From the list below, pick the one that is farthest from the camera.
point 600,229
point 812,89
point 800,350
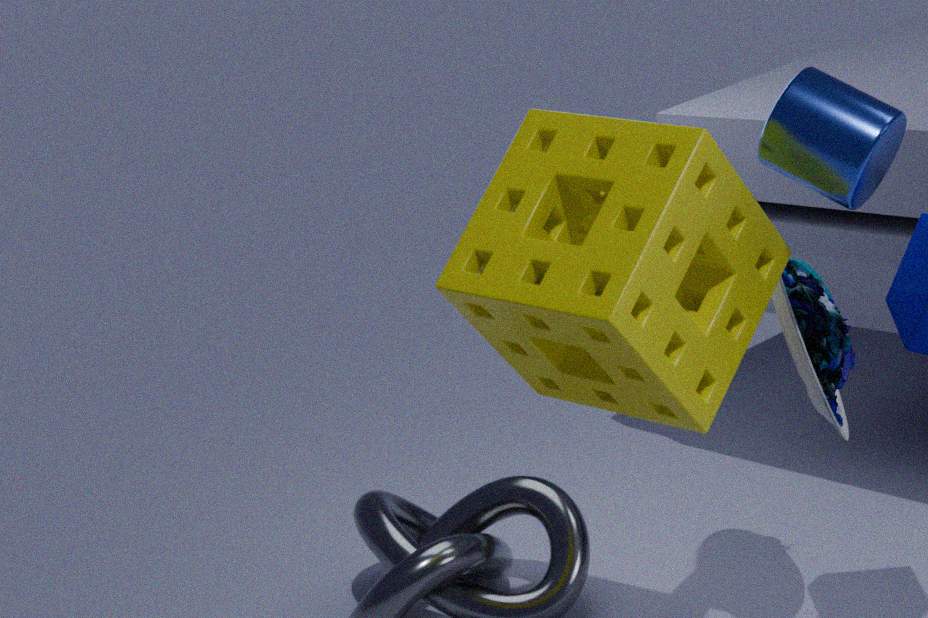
point 800,350
